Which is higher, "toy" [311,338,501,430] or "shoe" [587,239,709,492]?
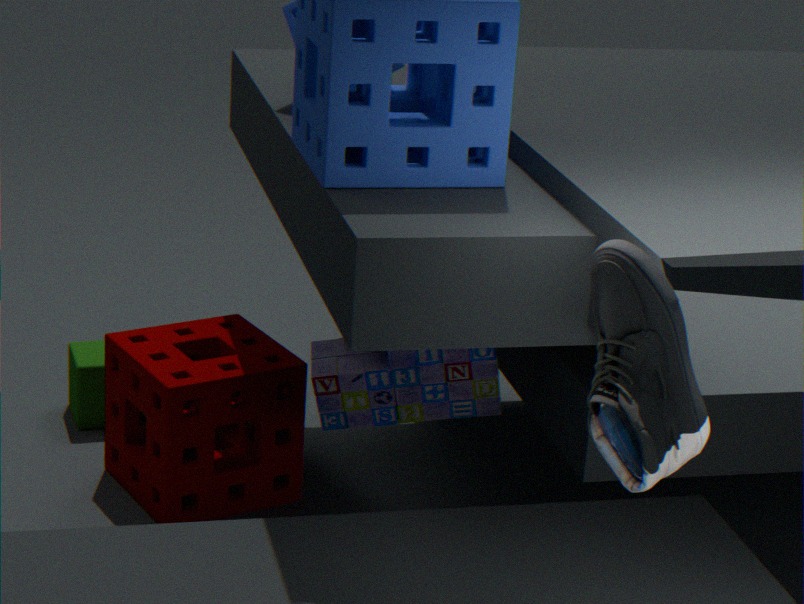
"shoe" [587,239,709,492]
